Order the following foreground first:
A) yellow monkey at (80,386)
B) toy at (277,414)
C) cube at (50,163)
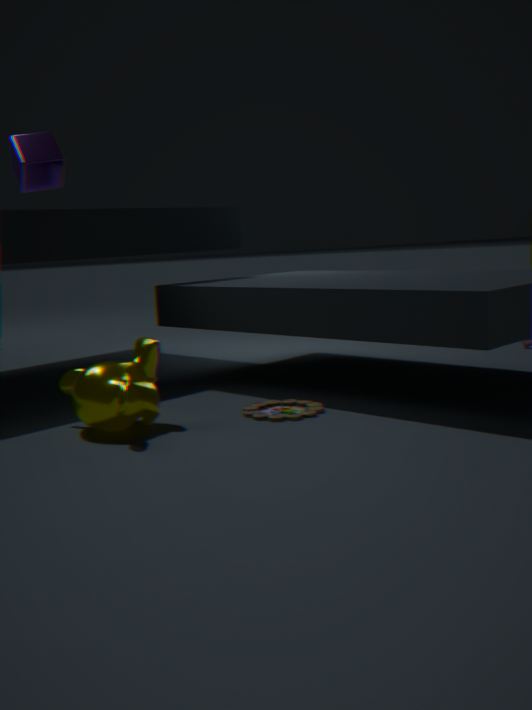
1. yellow monkey at (80,386)
2. toy at (277,414)
3. cube at (50,163)
